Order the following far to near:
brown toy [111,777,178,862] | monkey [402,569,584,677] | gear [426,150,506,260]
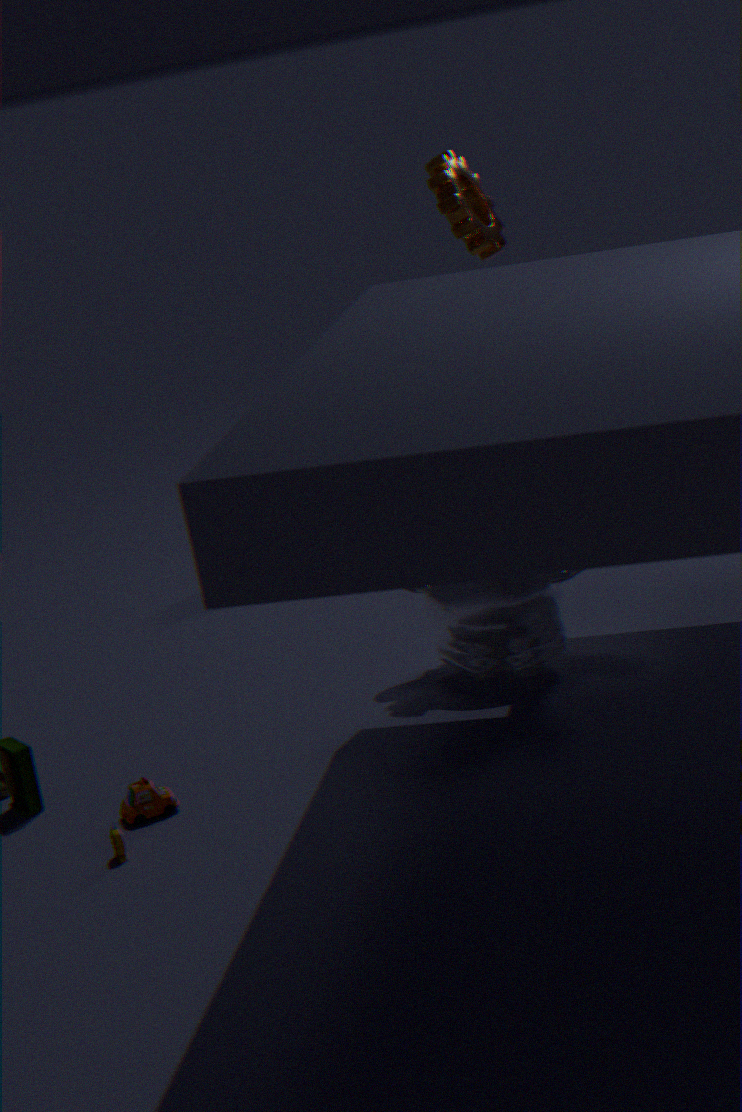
gear [426,150,506,260] → monkey [402,569,584,677] → brown toy [111,777,178,862]
